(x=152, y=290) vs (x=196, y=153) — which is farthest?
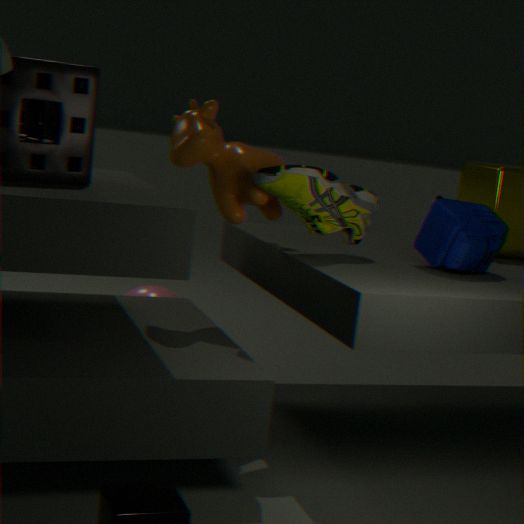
(x=152, y=290)
